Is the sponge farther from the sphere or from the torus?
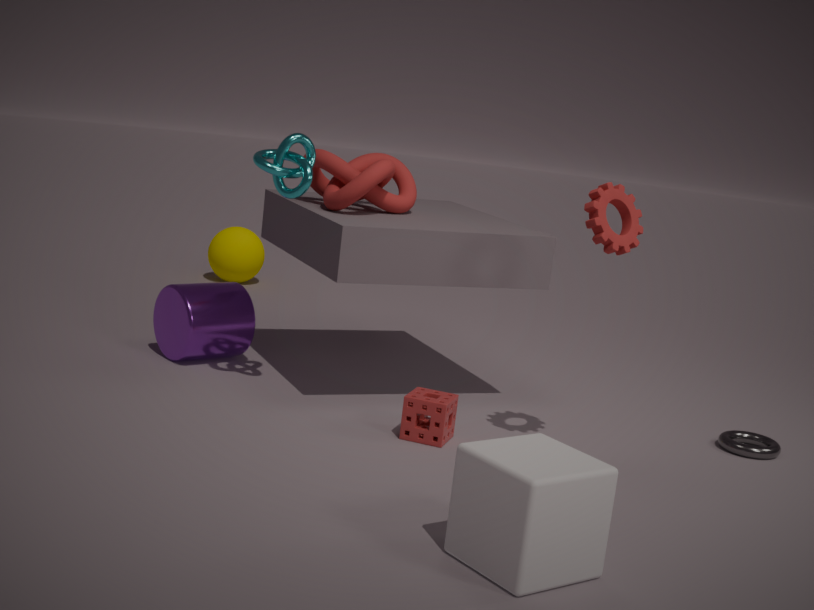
the sphere
